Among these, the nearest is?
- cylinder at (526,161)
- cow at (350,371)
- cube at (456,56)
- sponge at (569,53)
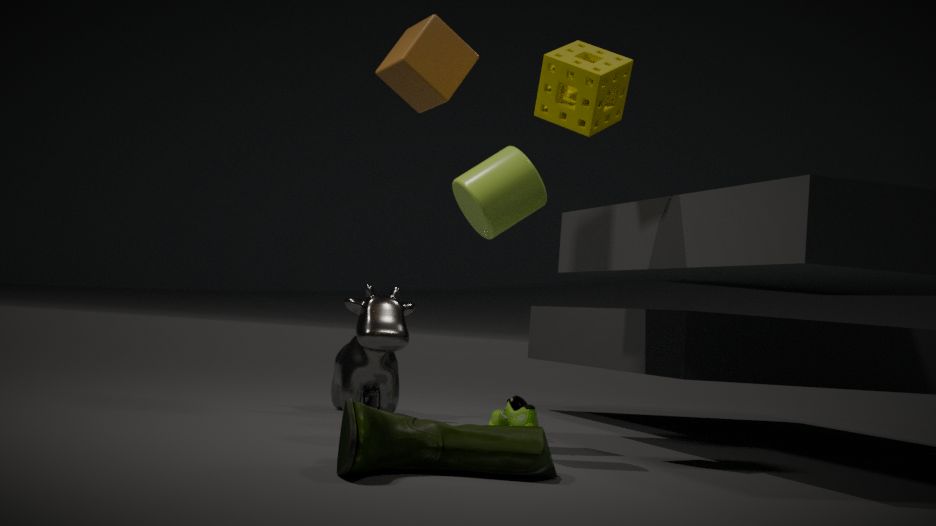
cylinder at (526,161)
